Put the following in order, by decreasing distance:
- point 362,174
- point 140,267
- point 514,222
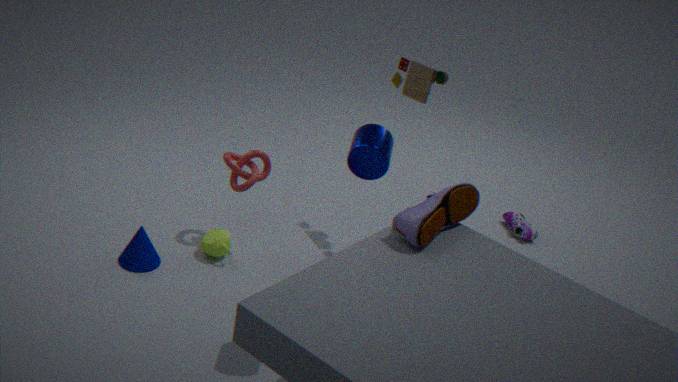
1. point 514,222
2. point 140,267
3. point 362,174
